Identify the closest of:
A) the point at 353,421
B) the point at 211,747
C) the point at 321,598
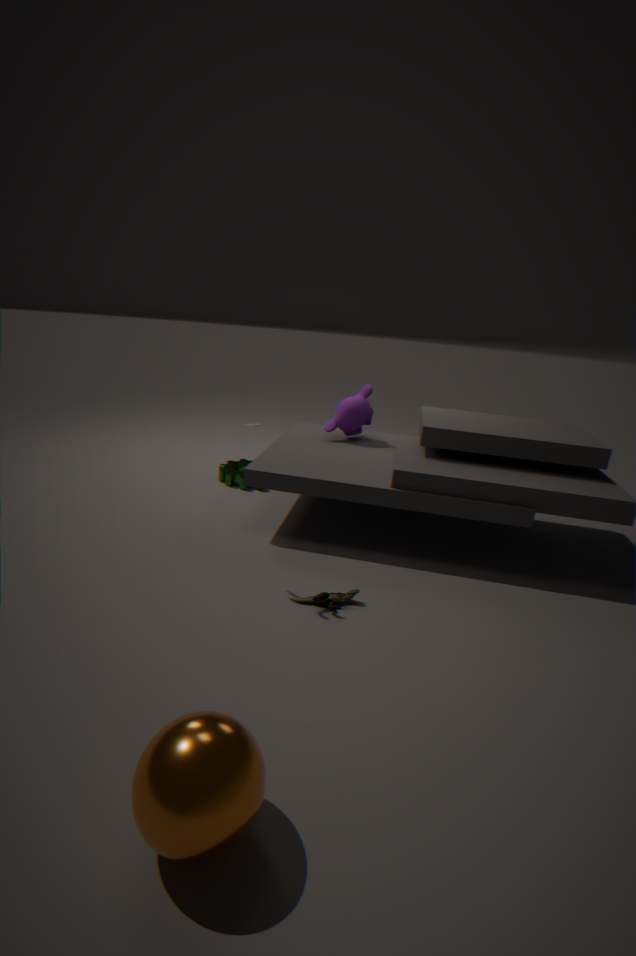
the point at 211,747
